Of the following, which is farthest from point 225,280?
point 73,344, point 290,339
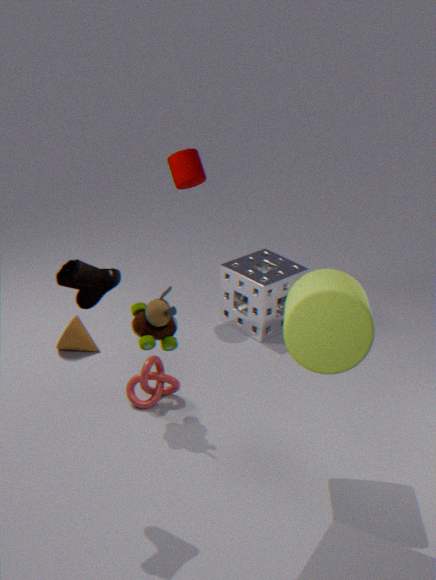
point 290,339
